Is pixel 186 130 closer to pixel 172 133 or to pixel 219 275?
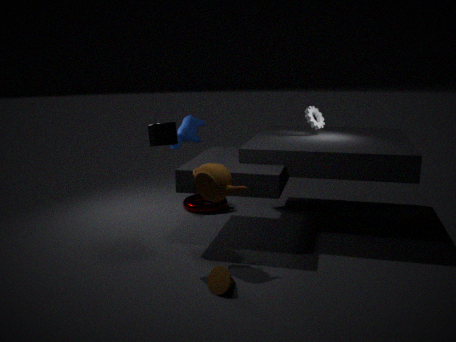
pixel 172 133
